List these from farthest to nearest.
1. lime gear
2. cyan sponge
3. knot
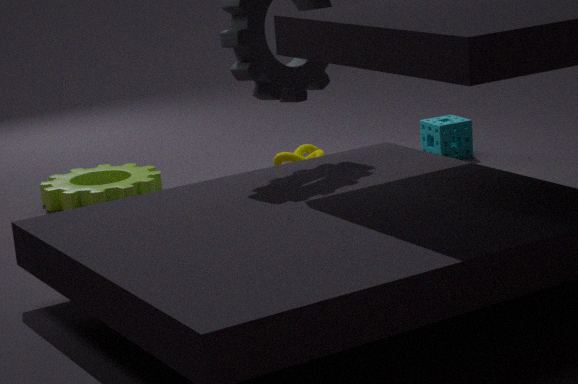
cyan sponge → knot → lime gear
